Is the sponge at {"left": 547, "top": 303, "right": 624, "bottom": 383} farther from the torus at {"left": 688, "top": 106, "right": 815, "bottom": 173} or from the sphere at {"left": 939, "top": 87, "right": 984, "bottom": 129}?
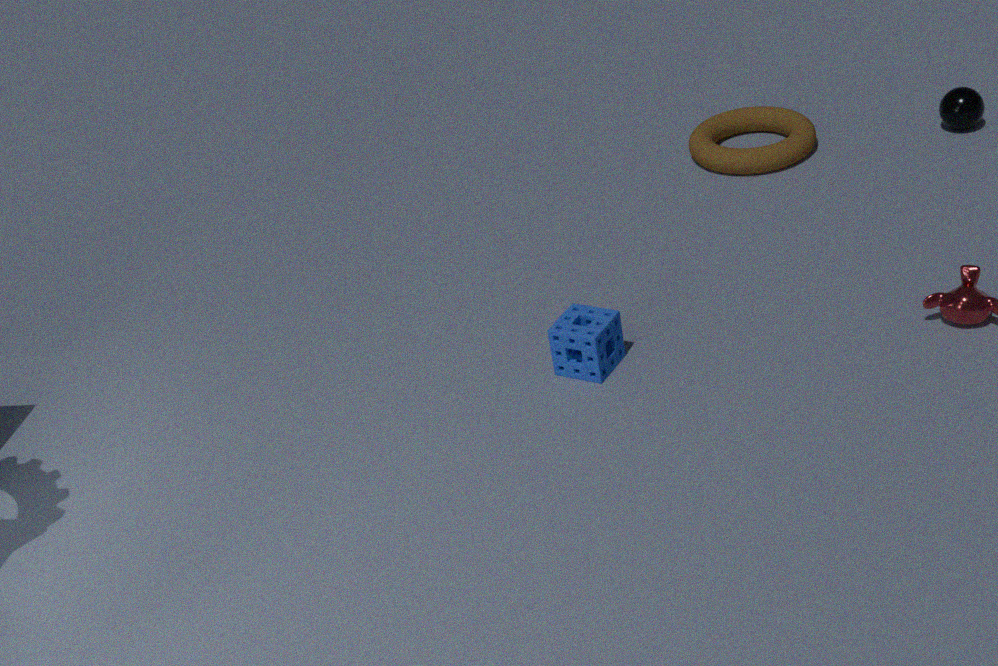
the sphere at {"left": 939, "top": 87, "right": 984, "bottom": 129}
